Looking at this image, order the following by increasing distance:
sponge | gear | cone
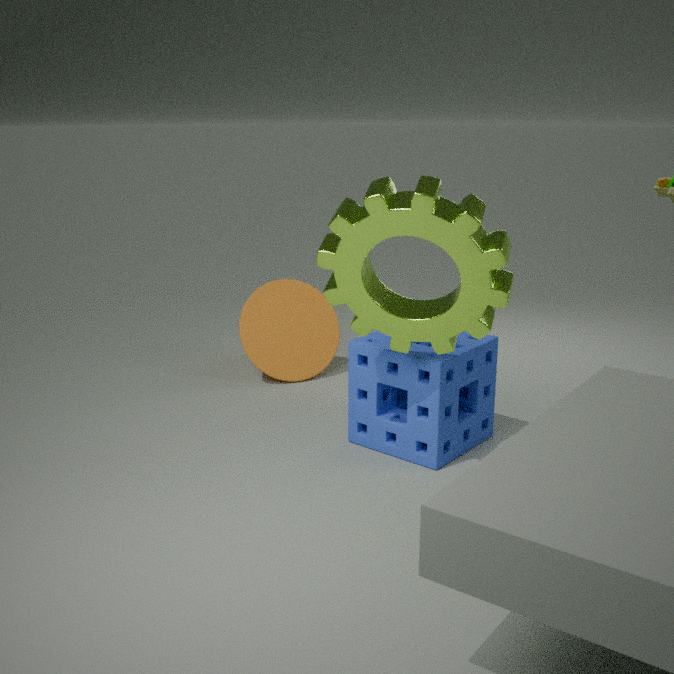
gear < sponge < cone
